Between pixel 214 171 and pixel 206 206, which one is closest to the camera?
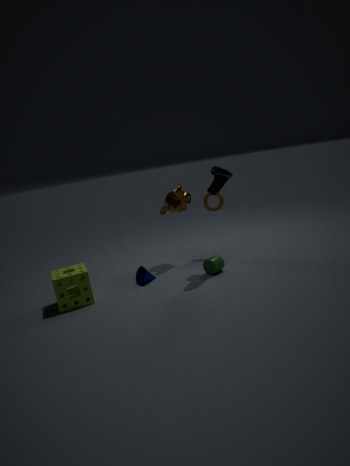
pixel 214 171
